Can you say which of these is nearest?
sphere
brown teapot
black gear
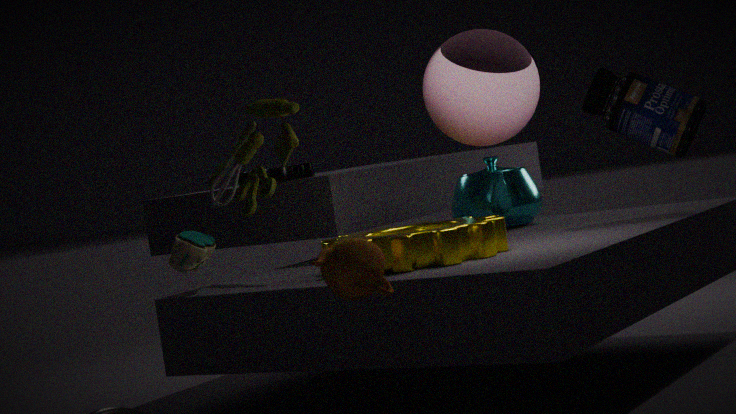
brown teapot
